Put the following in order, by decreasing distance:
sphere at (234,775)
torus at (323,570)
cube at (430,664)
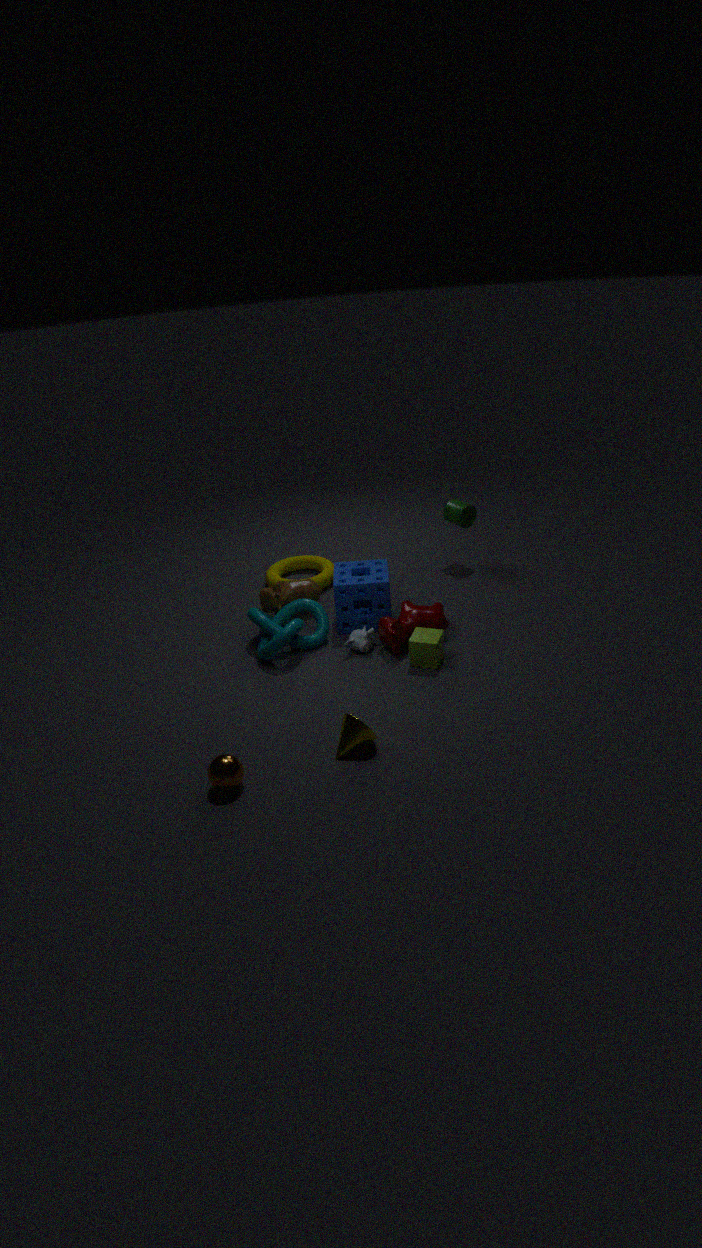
torus at (323,570), cube at (430,664), sphere at (234,775)
